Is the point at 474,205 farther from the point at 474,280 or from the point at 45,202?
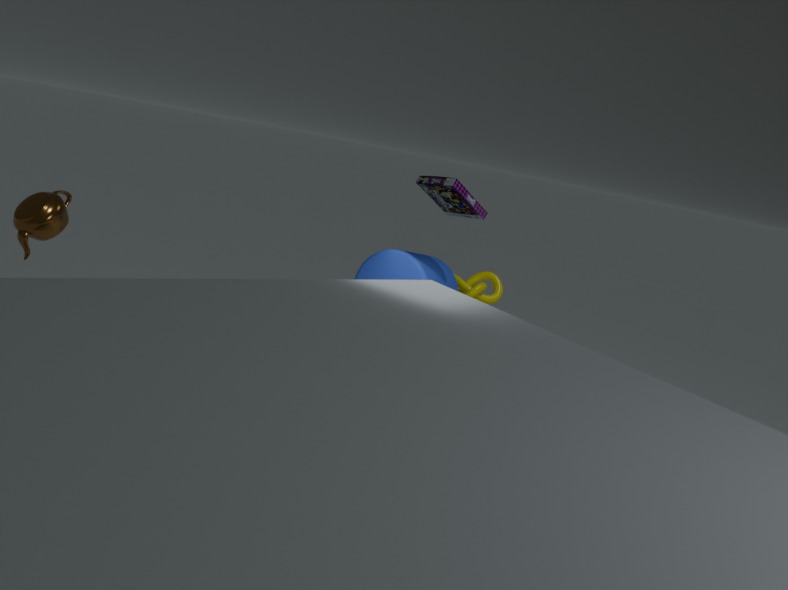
the point at 45,202
